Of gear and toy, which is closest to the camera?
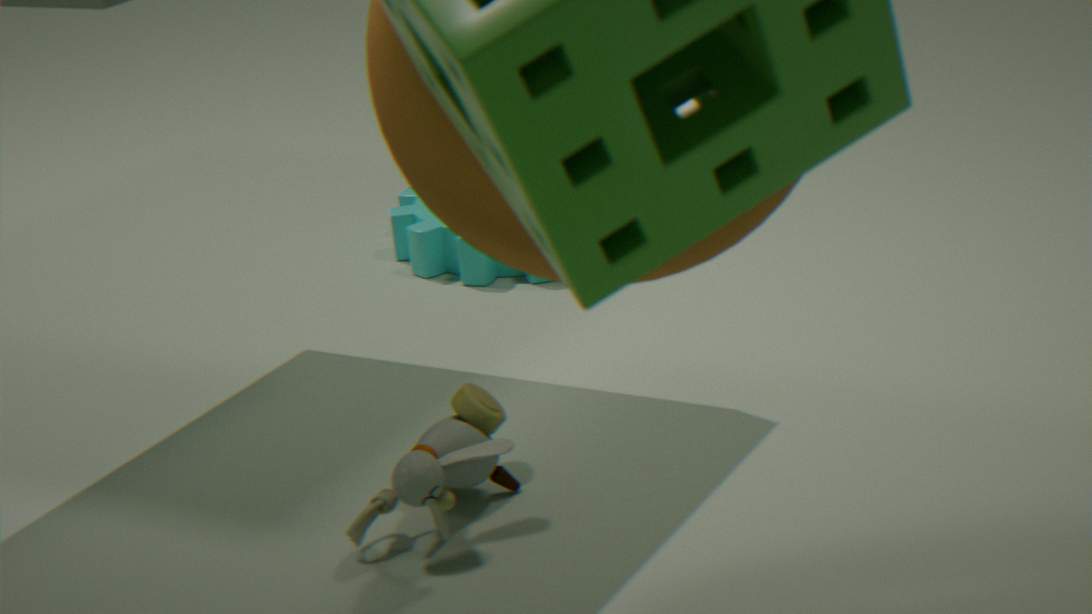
toy
